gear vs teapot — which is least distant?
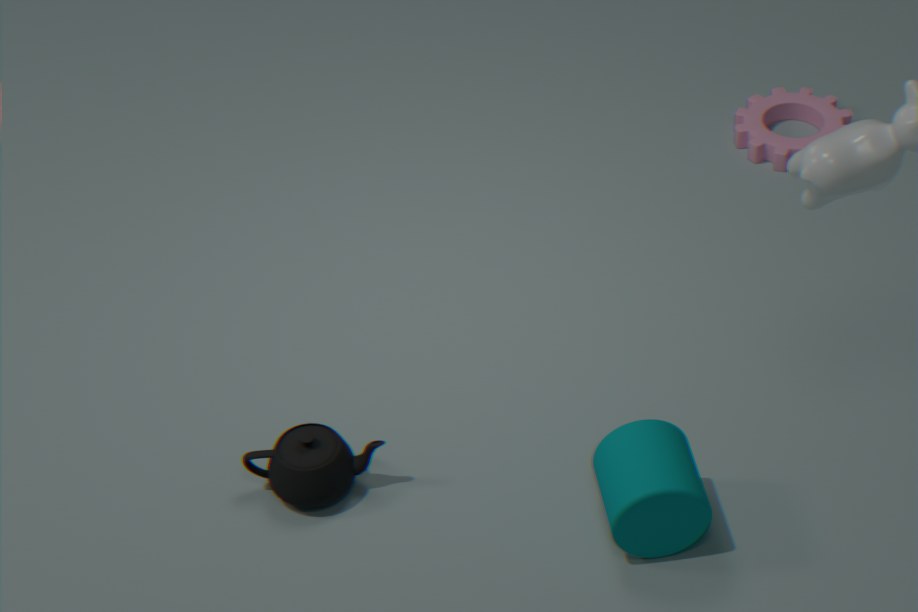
teapot
